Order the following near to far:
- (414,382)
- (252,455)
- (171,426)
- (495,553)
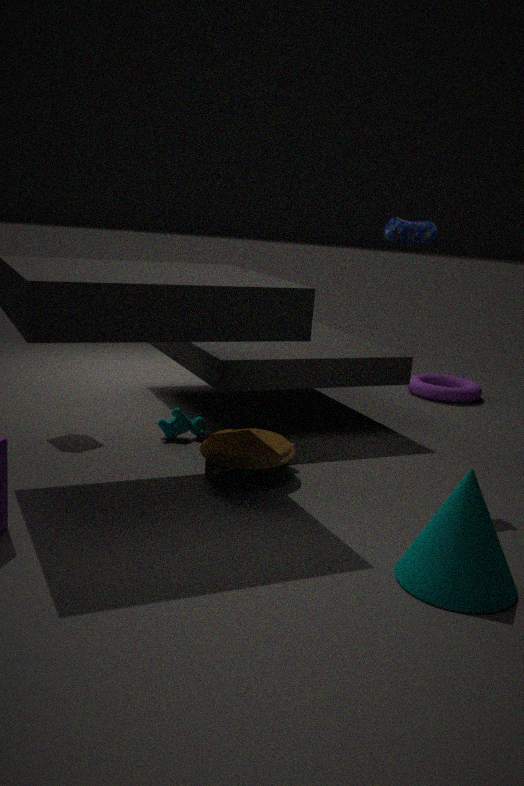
(495,553), (252,455), (171,426), (414,382)
